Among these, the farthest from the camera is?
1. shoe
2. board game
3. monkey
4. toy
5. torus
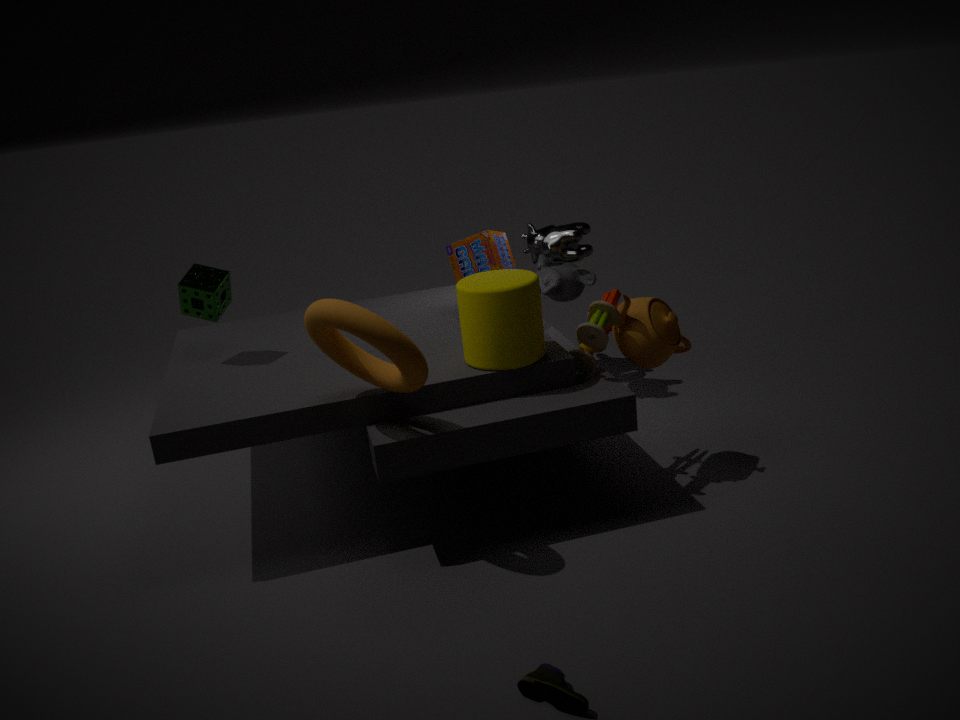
monkey
